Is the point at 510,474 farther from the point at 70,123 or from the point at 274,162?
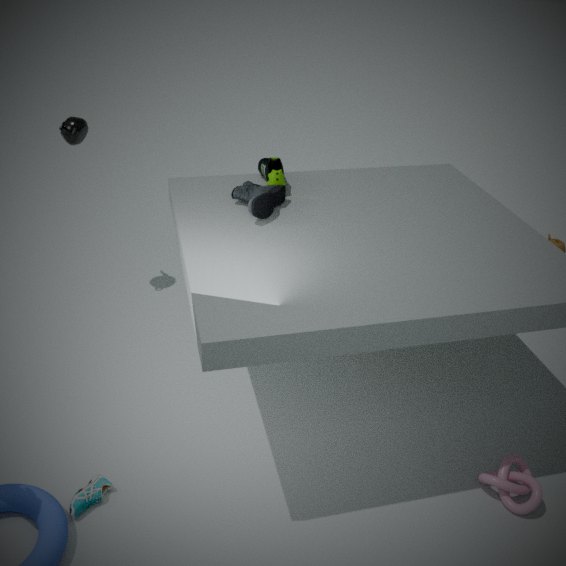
the point at 70,123
